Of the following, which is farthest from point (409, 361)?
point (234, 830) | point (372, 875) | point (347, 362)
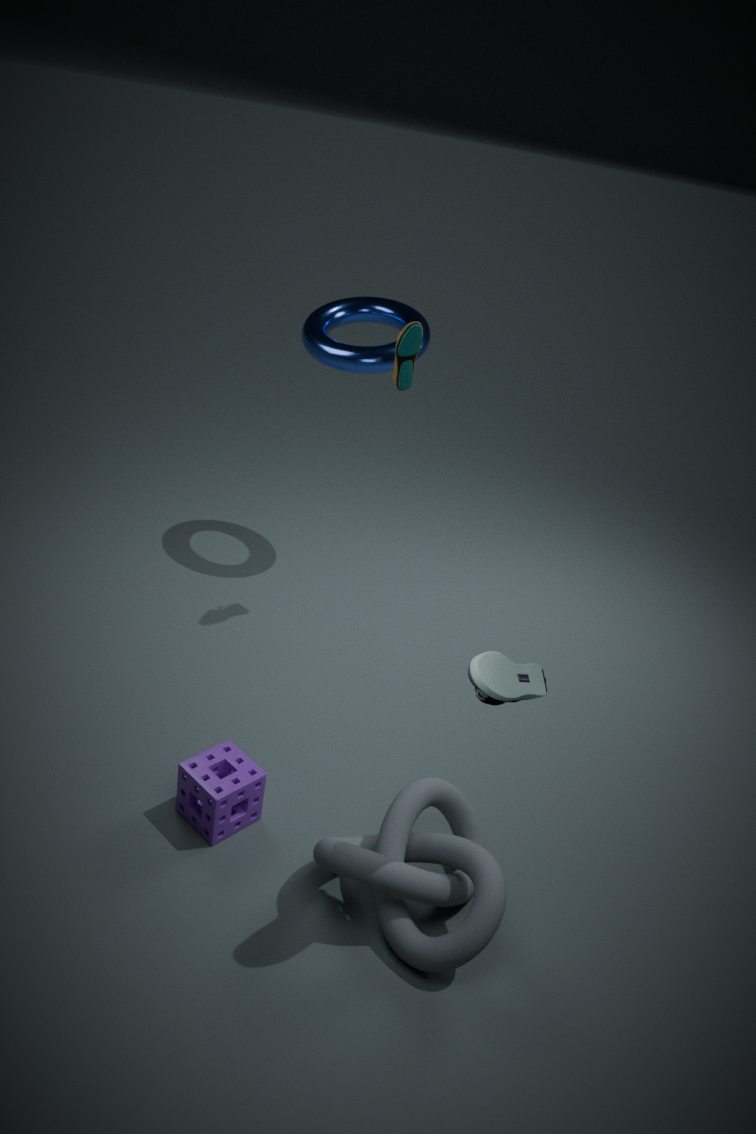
point (372, 875)
